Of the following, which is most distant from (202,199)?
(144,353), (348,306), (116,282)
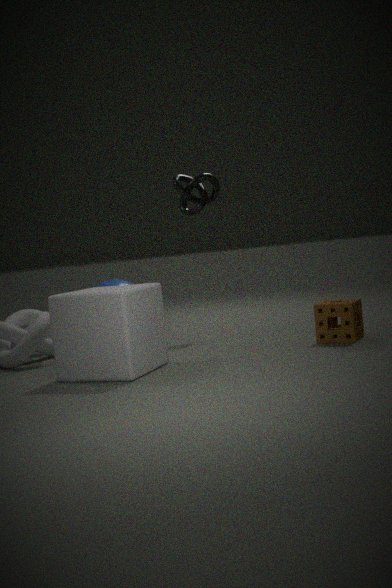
(144,353)
